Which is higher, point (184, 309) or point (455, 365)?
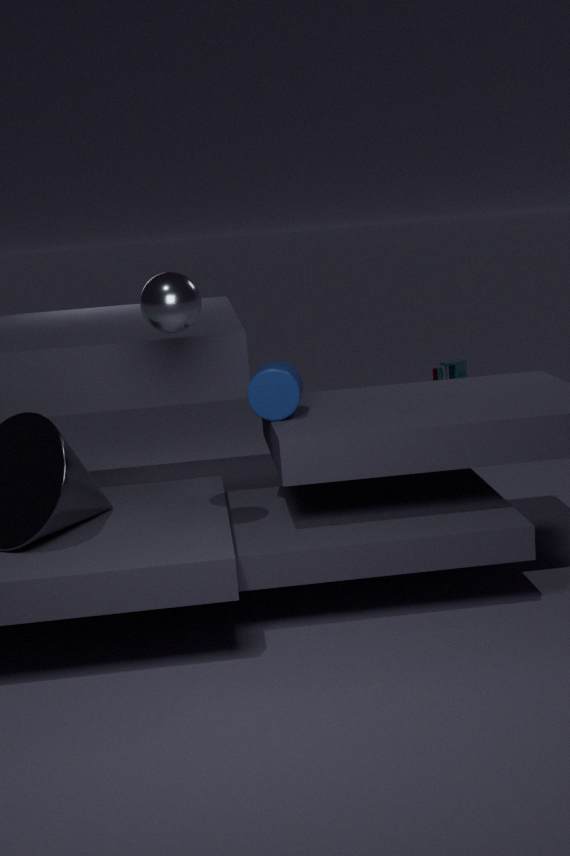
point (184, 309)
